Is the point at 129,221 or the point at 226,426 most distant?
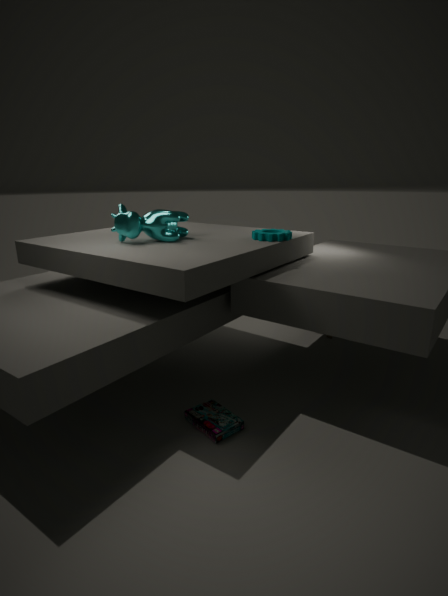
the point at 129,221
